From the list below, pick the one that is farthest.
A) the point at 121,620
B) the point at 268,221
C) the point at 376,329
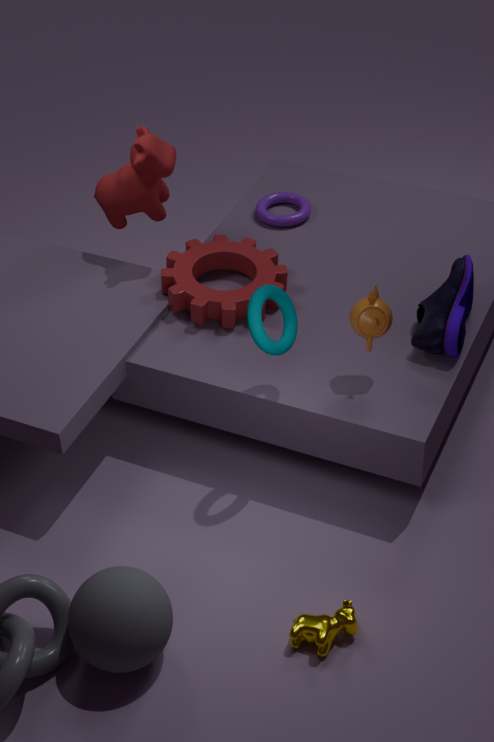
the point at 268,221
